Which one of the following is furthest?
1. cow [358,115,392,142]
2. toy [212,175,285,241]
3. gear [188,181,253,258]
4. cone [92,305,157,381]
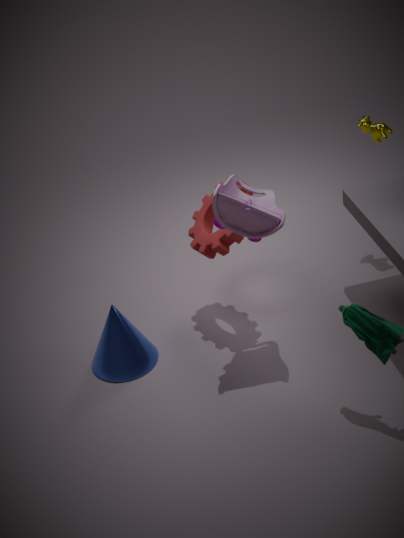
cow [358,115,392,142]
